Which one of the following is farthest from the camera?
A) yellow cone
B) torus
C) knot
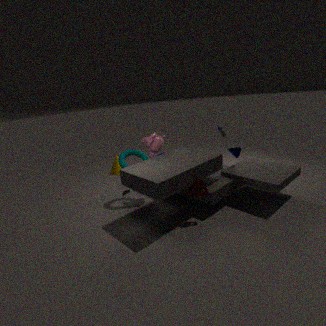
A. yellow cone
